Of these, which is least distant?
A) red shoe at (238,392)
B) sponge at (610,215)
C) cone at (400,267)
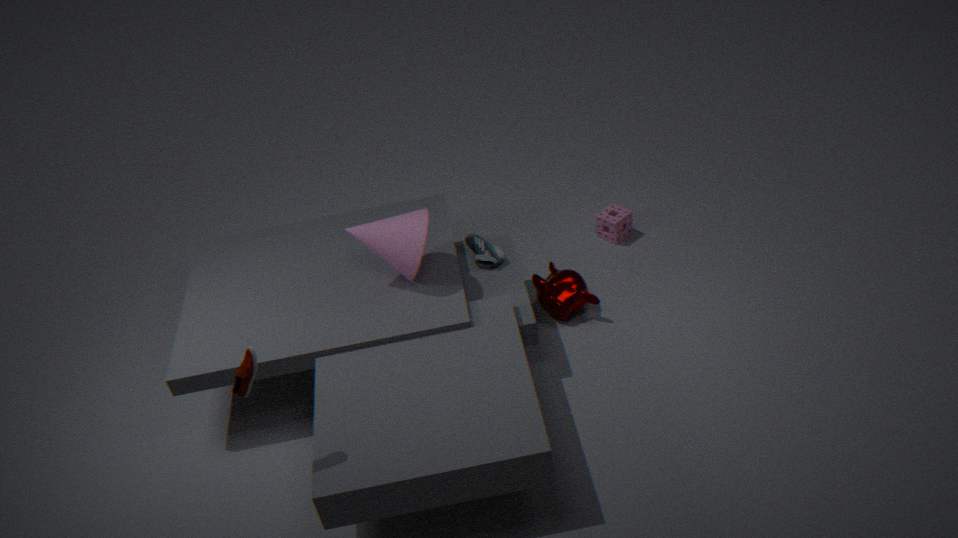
red shoe at (238,392)
